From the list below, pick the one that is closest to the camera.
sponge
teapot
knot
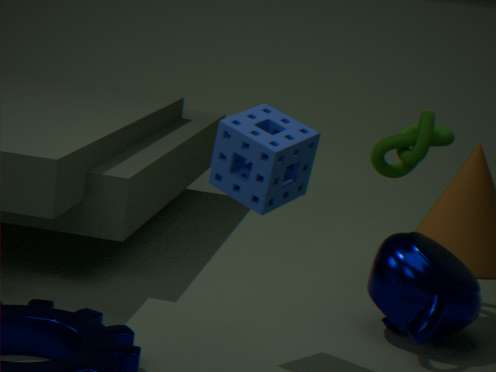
sponge
